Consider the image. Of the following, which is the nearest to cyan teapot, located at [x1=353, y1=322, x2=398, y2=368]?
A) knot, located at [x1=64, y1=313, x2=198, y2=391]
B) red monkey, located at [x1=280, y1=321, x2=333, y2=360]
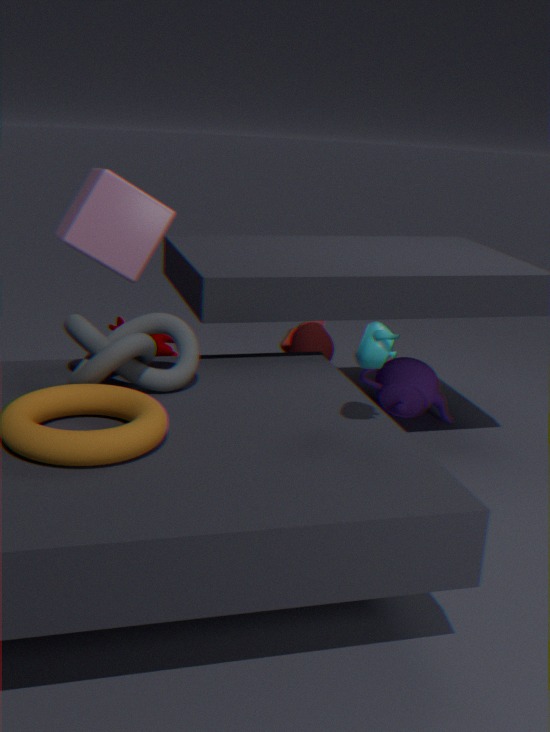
knot, located at [x1=64, y1=313, x2=198, y2=391]
